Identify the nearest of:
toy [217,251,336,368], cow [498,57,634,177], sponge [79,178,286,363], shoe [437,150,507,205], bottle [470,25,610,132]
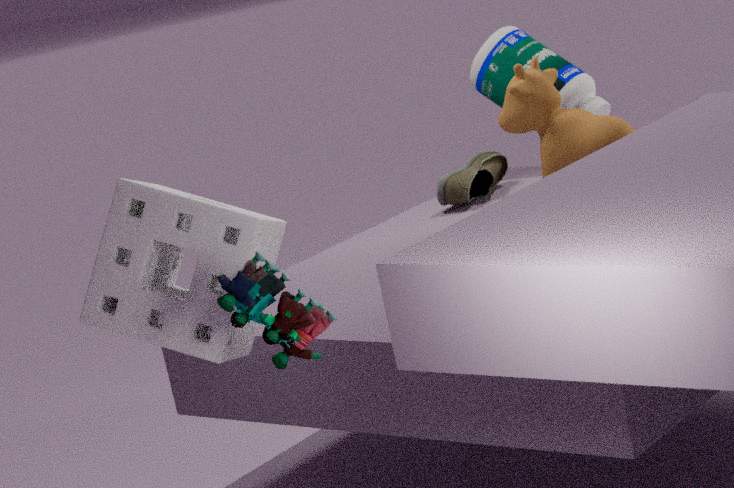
toy [217,251,336,368]
